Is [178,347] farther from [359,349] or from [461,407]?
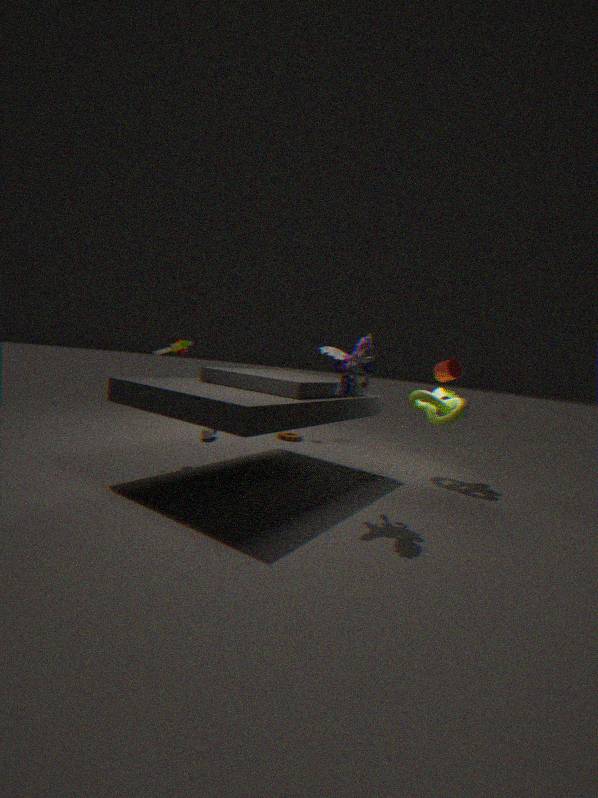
[461,407]
